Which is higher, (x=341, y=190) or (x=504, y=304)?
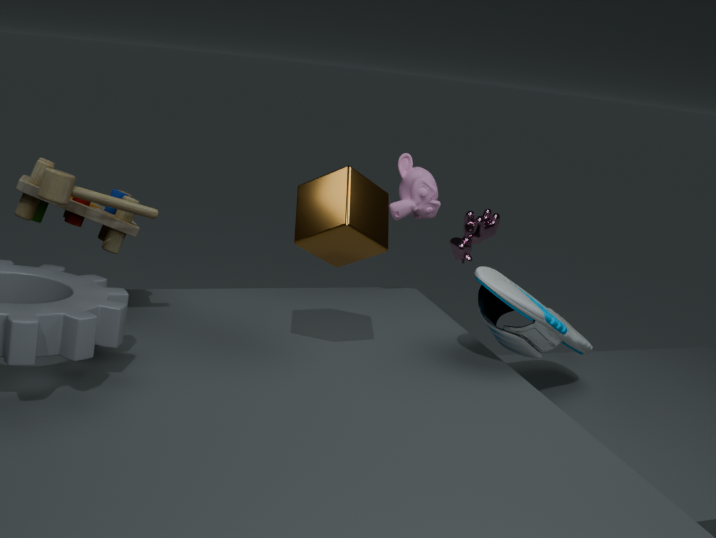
(x=341, y=190)
